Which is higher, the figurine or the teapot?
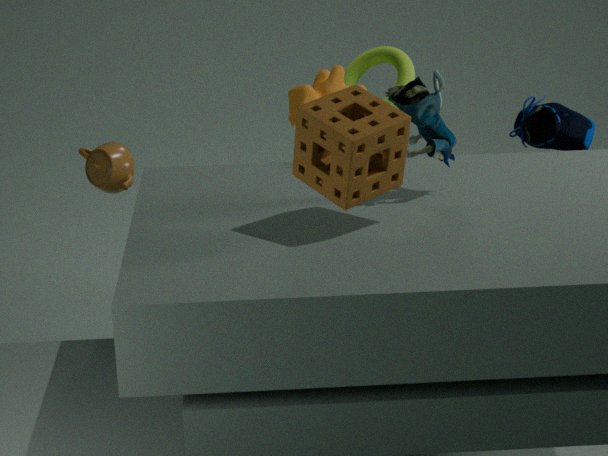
the figurine
